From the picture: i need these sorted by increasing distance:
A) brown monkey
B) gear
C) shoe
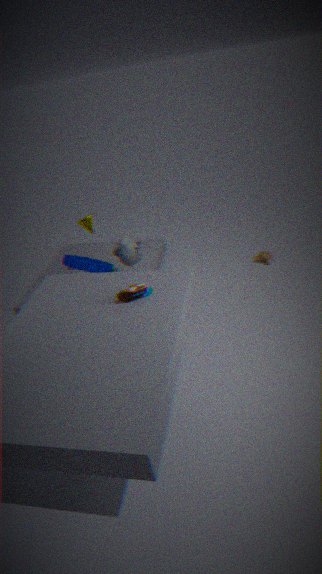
shoe, gear, brown monkey
